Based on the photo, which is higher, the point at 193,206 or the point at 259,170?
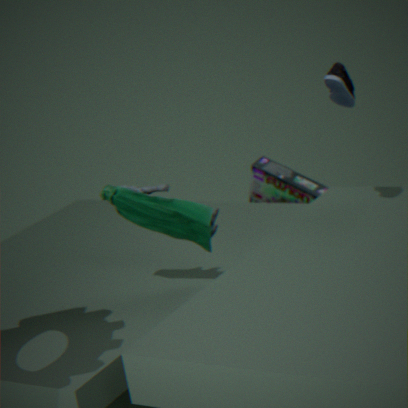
the point at 193,206
